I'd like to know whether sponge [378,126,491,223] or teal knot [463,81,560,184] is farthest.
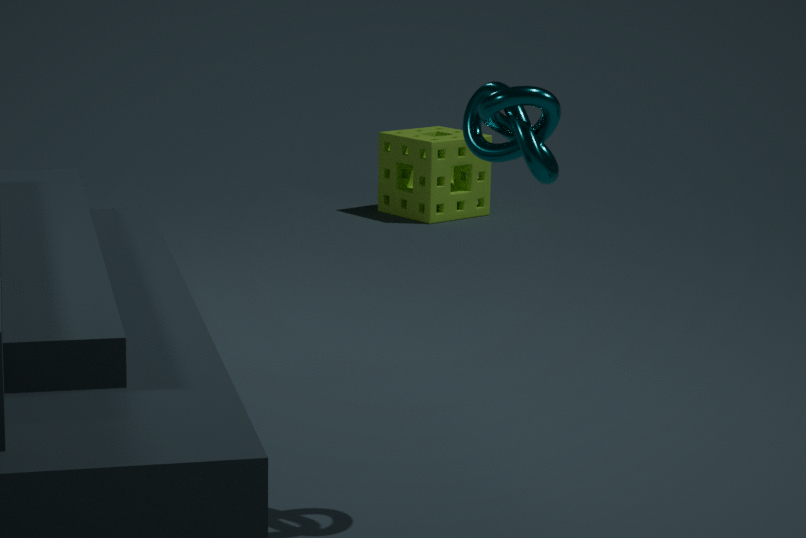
sponge [378,126,491,223]
